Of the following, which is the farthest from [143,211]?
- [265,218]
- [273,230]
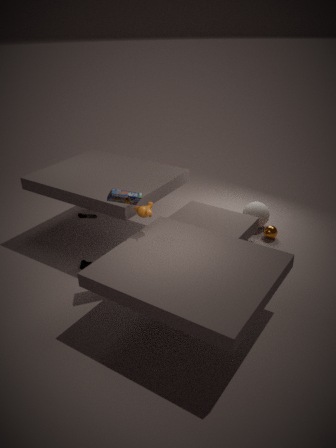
[265,218]
